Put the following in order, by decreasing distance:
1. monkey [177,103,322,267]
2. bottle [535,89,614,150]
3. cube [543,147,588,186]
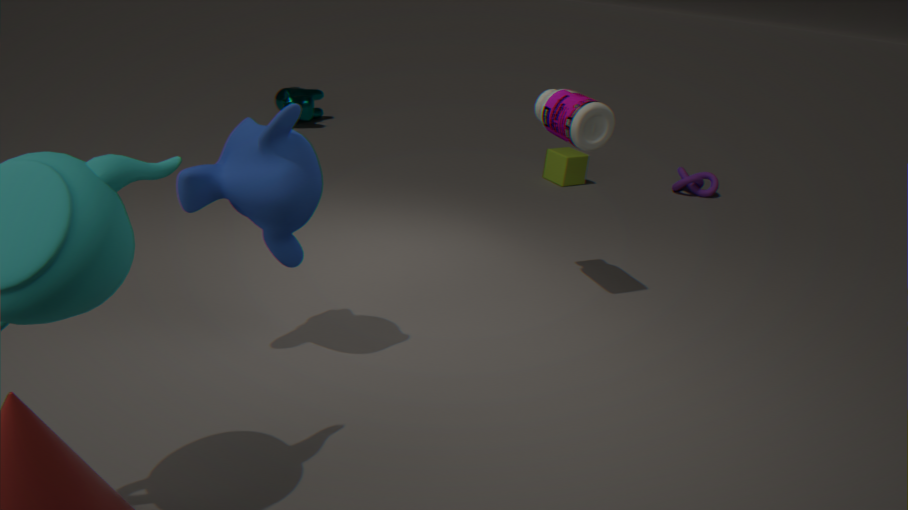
cube [543,147,588,186]
bottle [535,89,614,150]
monkey [177,103,322,267]
